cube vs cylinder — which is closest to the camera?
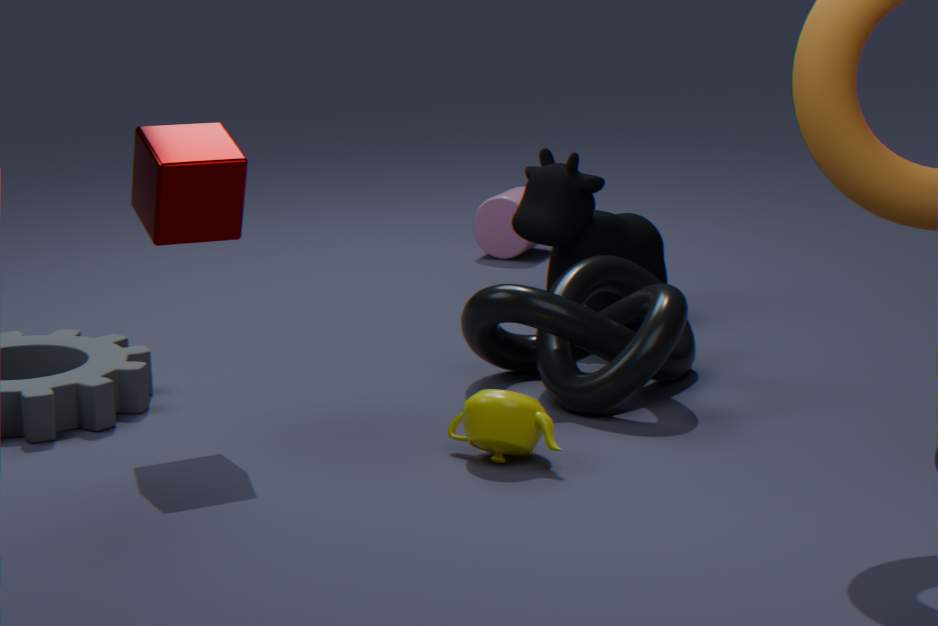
cube
